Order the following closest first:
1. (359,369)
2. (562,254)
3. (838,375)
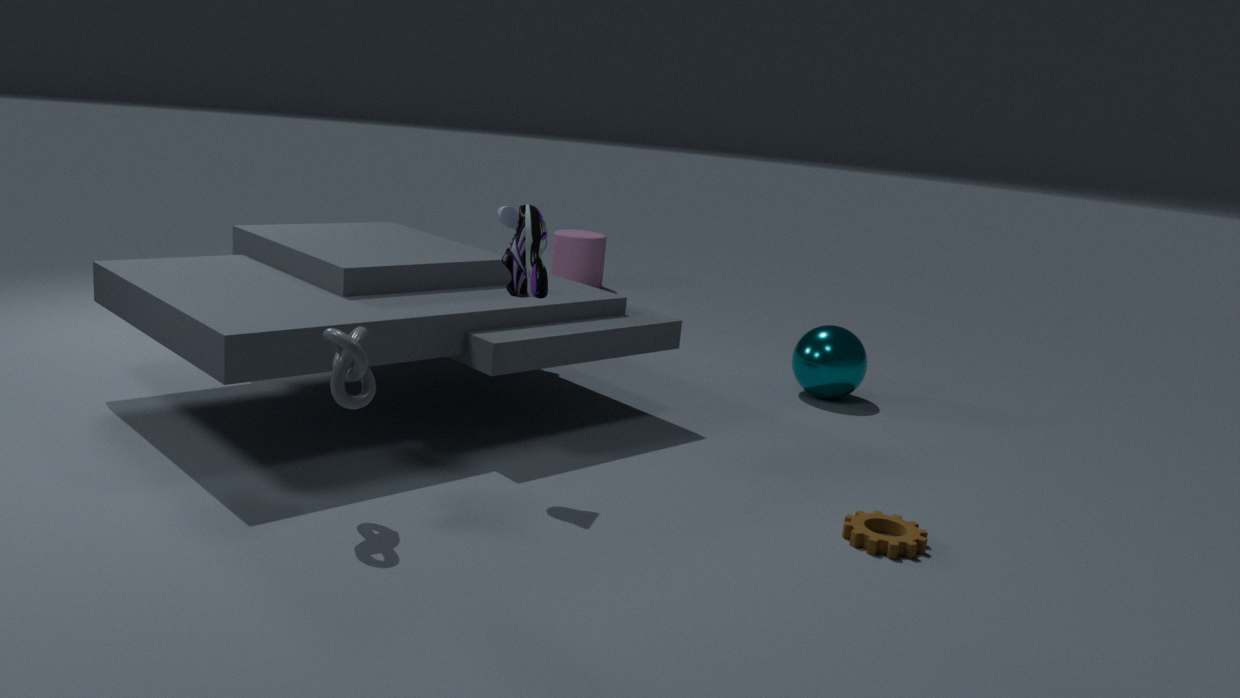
(359,369) < (838,375) < (562,254)
